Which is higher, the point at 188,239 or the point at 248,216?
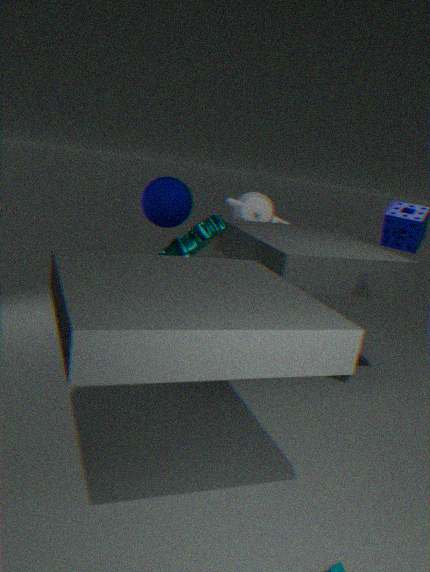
the point at 248,216
